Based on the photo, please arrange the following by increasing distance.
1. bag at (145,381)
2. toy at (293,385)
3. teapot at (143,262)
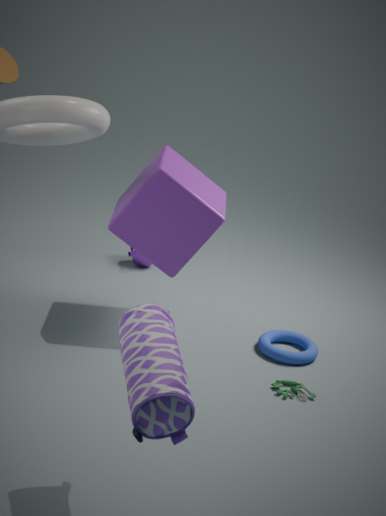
bag at (145,381) < toy at (293,385) < teapot at (143,262)
